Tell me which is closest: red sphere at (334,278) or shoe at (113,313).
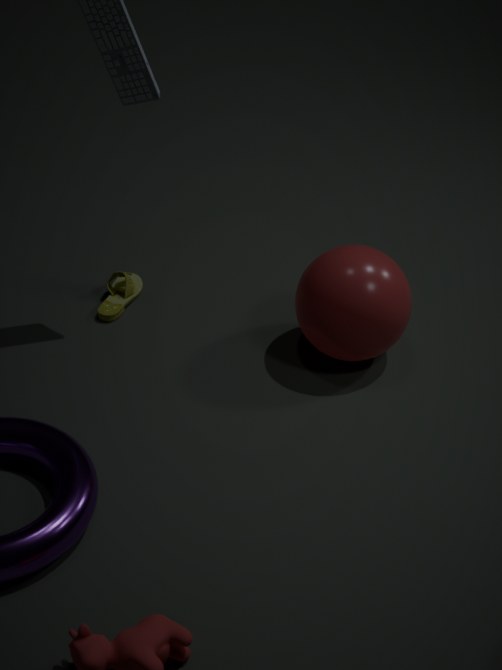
red sphere at (334,278)
